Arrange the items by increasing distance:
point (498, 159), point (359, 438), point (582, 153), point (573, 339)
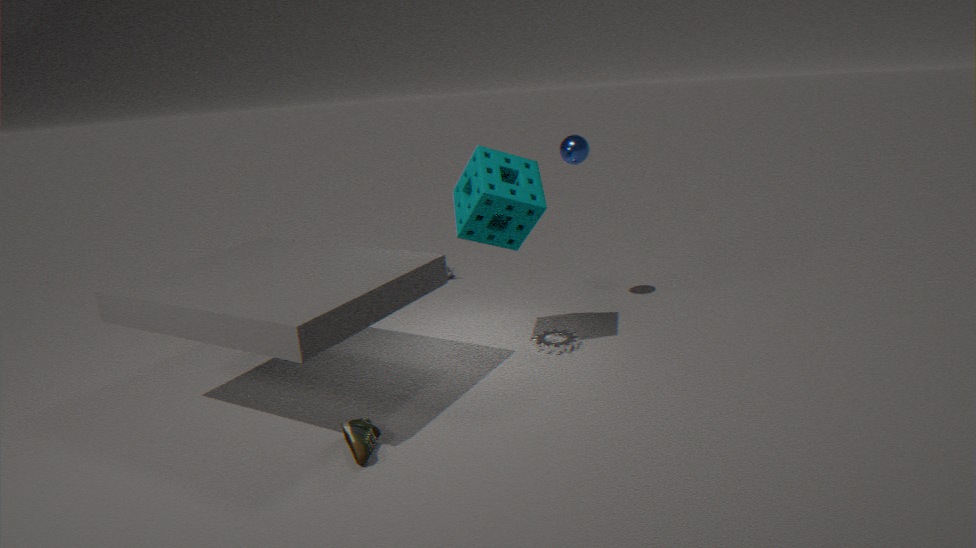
point (359, 438) → point (498, 159) → point (582, 153) → point (573, 339)
